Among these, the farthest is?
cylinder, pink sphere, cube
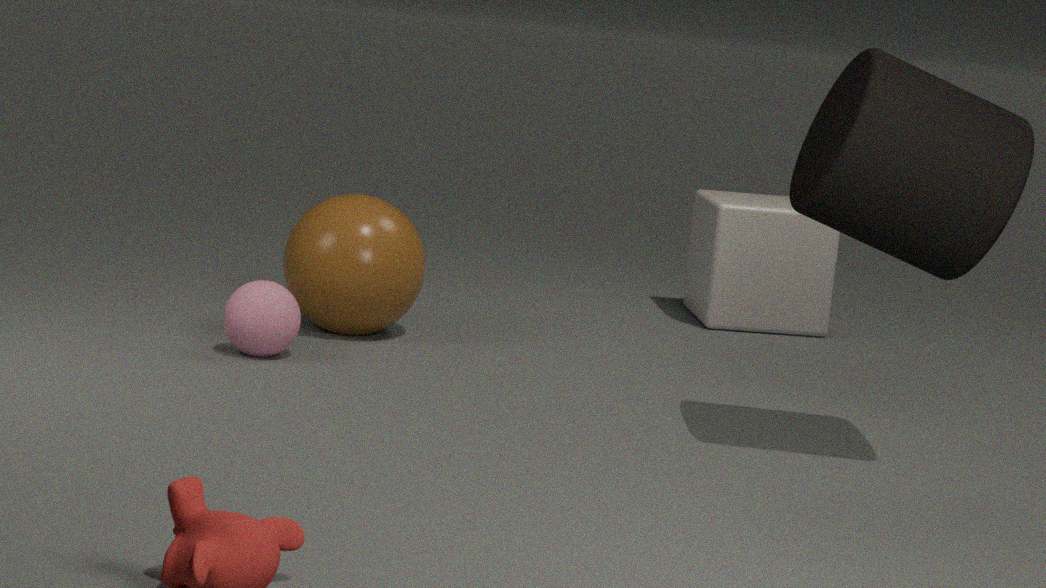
cube
